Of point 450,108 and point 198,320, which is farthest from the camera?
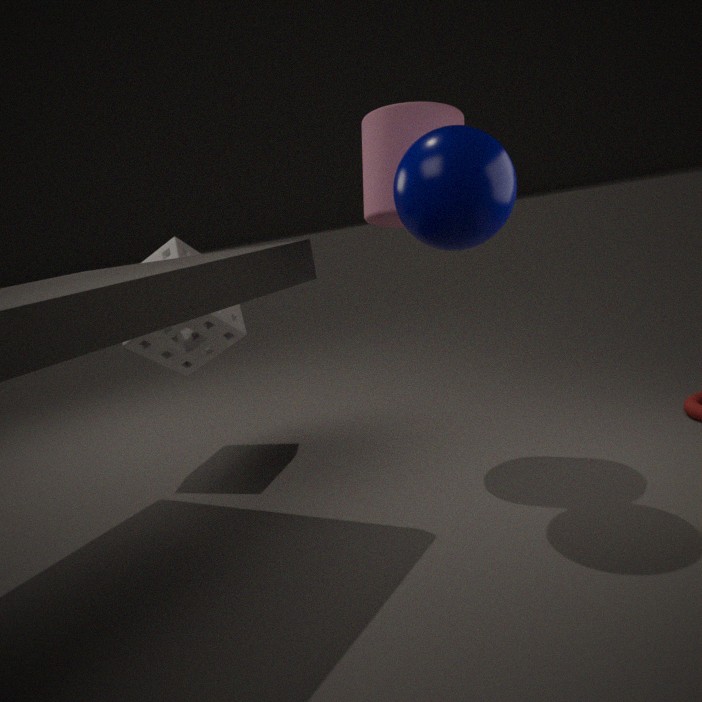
point 198,320
